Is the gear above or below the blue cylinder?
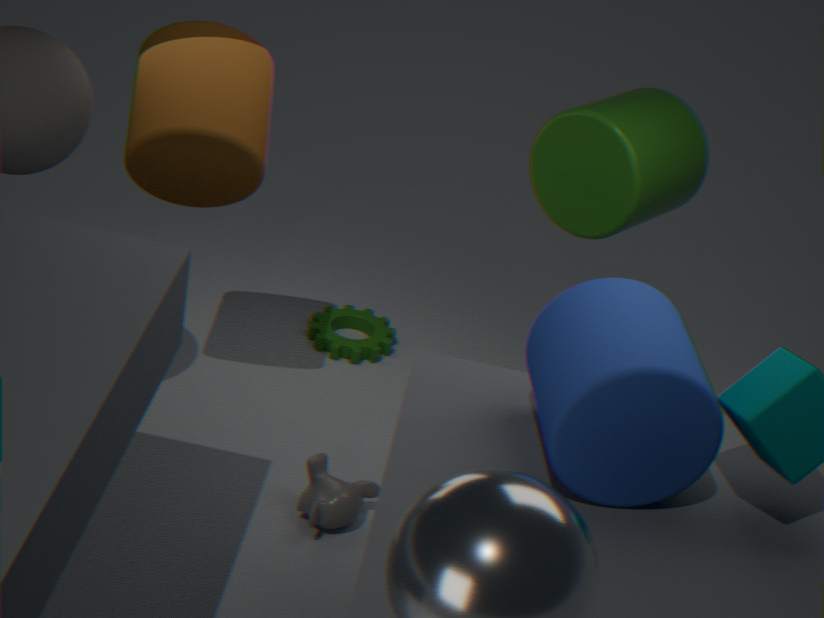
below
